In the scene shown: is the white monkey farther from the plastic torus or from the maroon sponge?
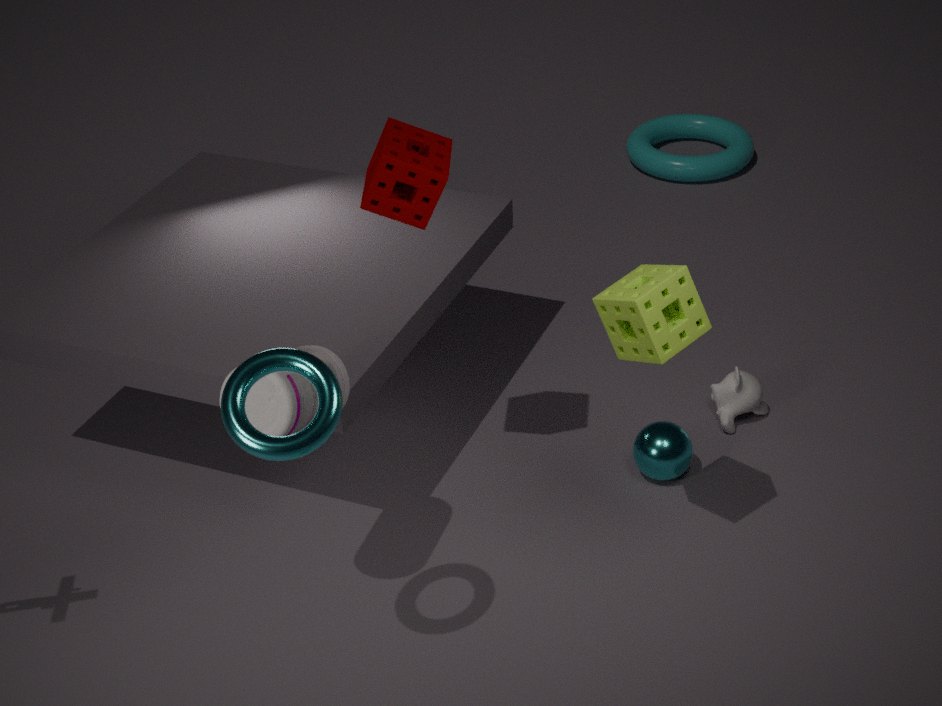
the plastic torus
